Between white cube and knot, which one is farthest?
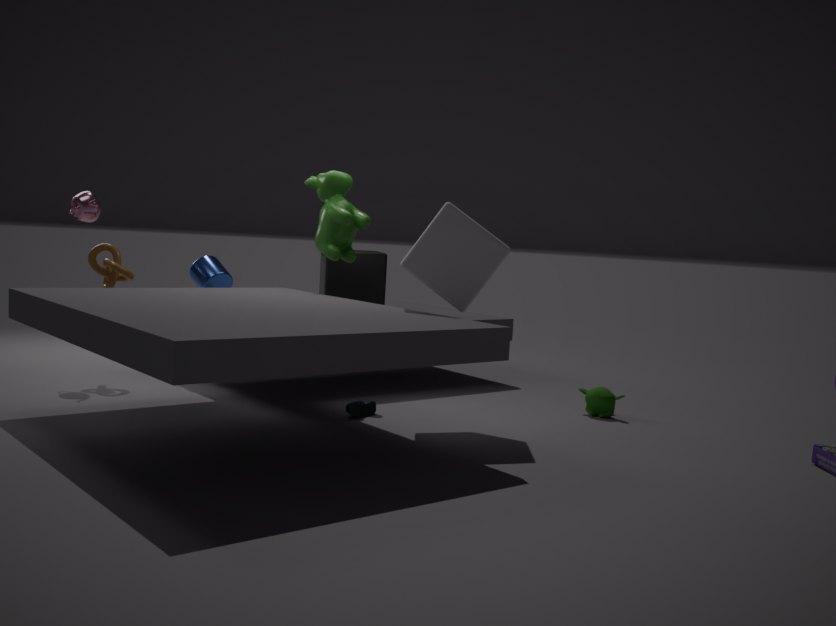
knot
